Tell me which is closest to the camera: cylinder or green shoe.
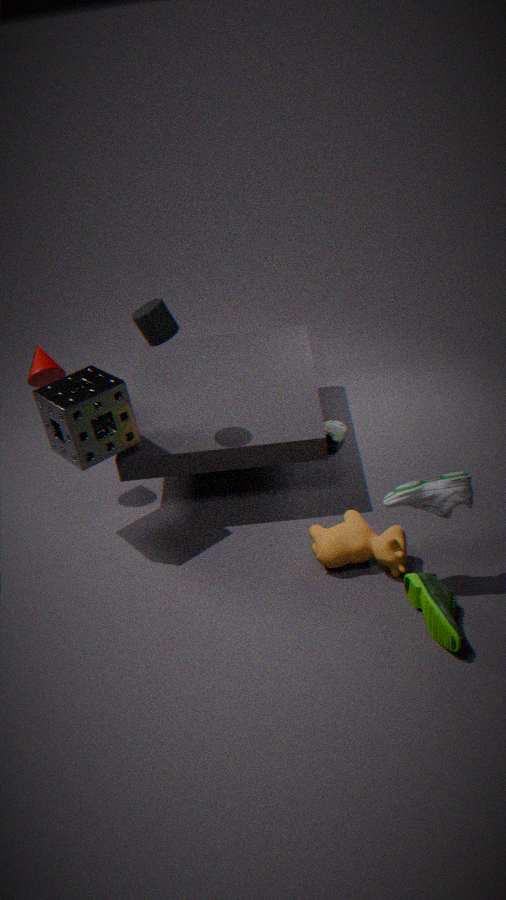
green shoe
